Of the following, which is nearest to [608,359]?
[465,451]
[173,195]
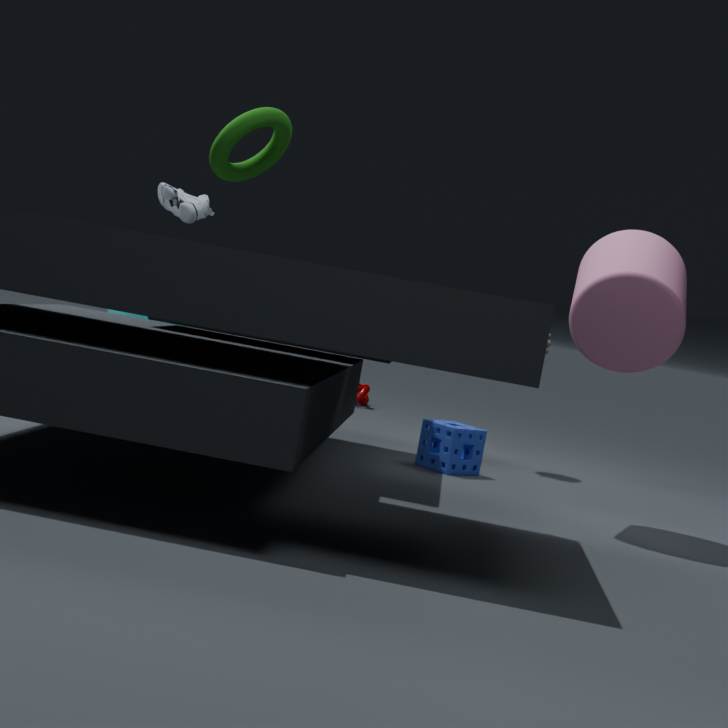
[465,451]
